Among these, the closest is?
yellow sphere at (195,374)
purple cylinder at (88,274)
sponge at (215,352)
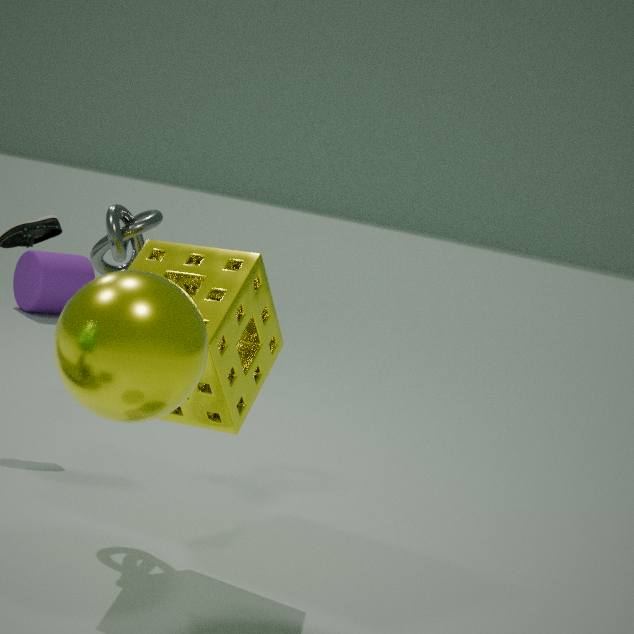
yellow sphere at (195,374)
